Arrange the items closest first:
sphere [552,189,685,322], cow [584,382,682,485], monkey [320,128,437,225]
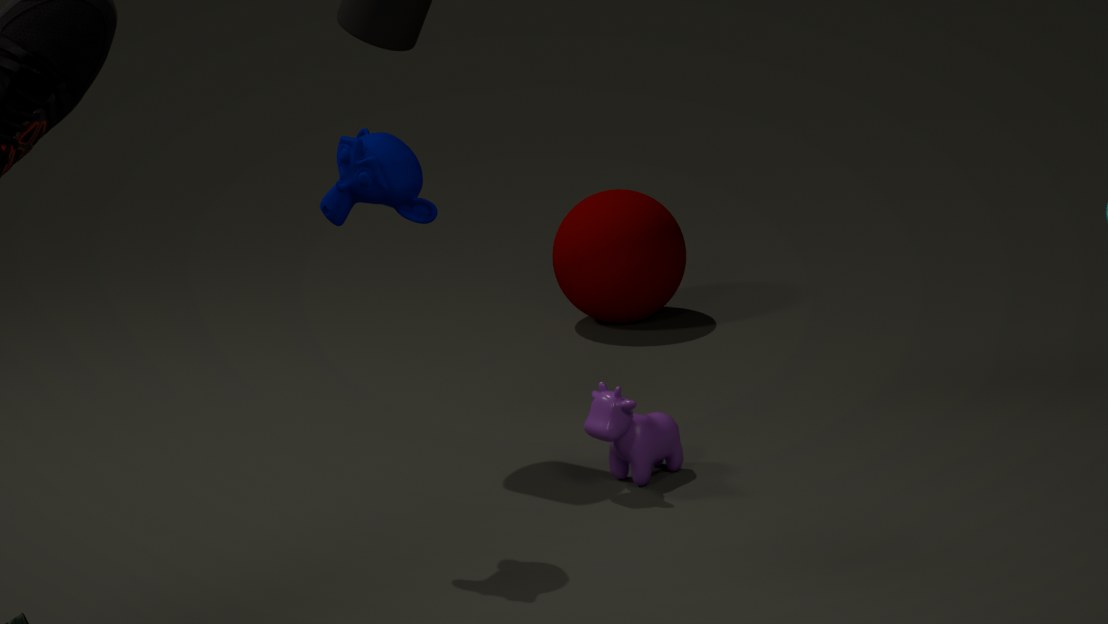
1. monkey [320,128,437,225]
2. cow [584,382,682,485]
3. sphere [552,189,685,322]
